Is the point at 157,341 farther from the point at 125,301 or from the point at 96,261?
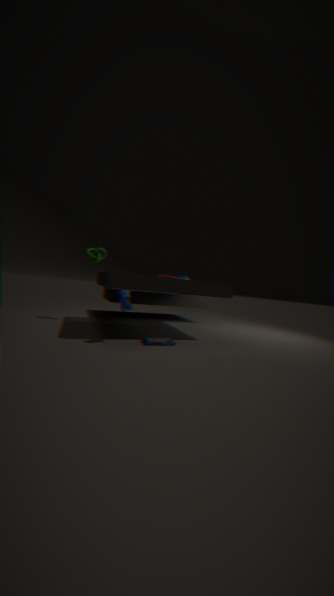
the point at 96,261
